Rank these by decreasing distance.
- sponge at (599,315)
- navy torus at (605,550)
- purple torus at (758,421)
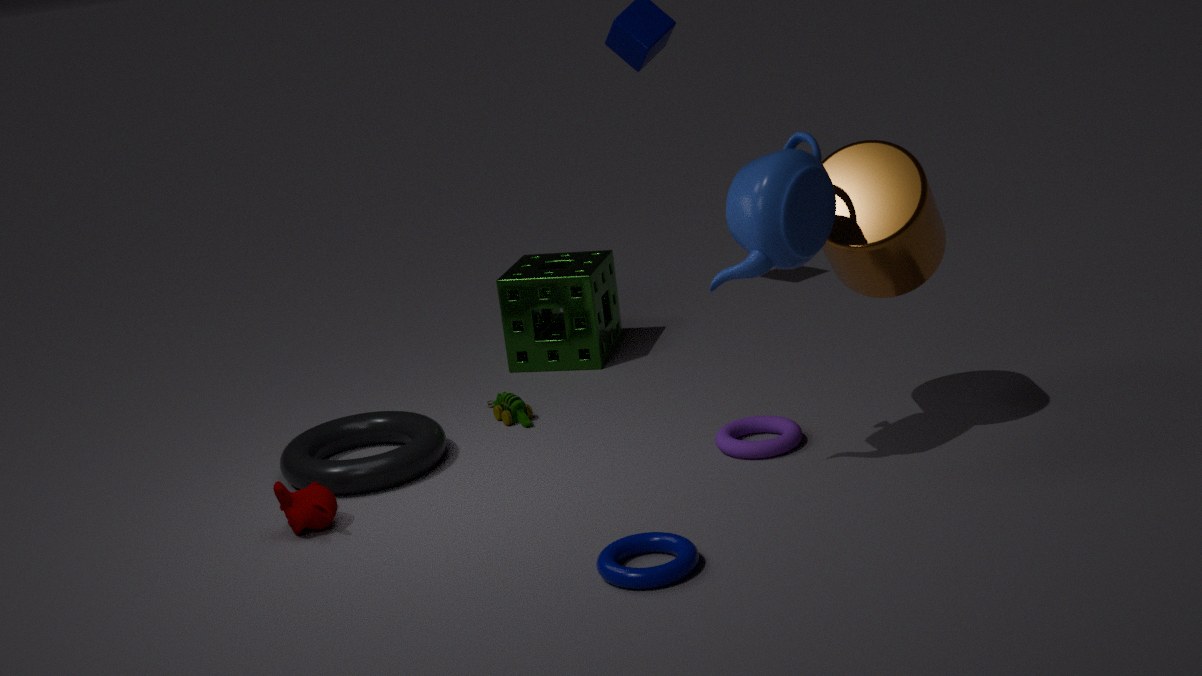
sponge at (599,315) < purple torus at (758,421) < navy torus at (605,550)
